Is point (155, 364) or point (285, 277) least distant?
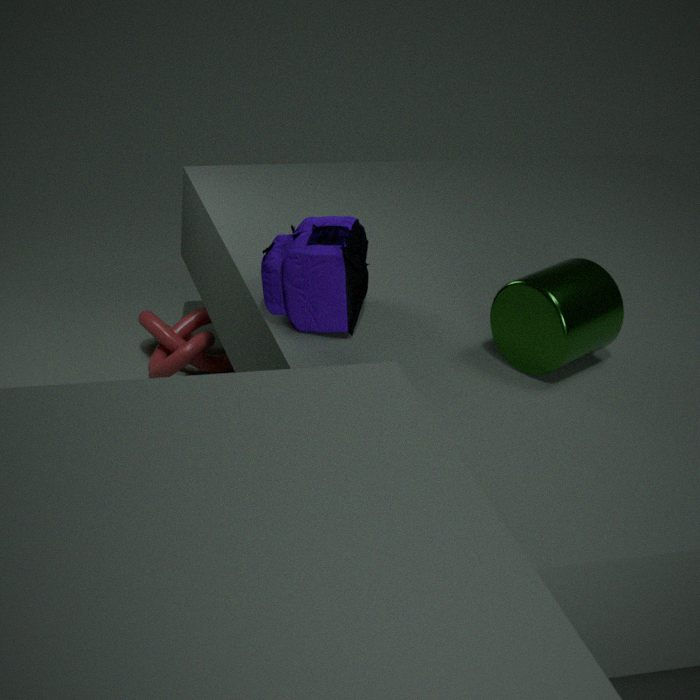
point (285, 277)
